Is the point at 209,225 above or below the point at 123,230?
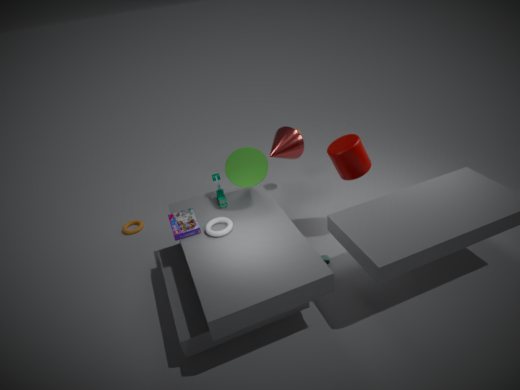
above
